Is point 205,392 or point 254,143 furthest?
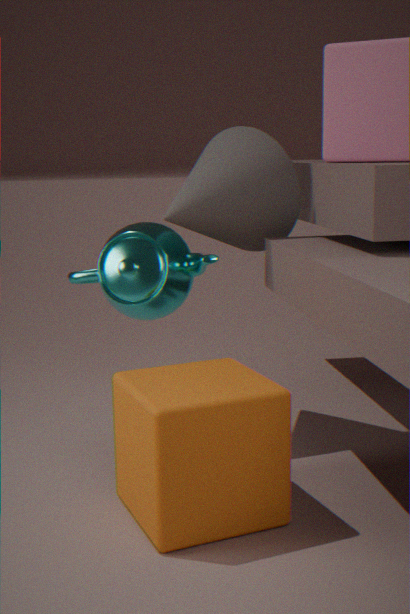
point 254,143
